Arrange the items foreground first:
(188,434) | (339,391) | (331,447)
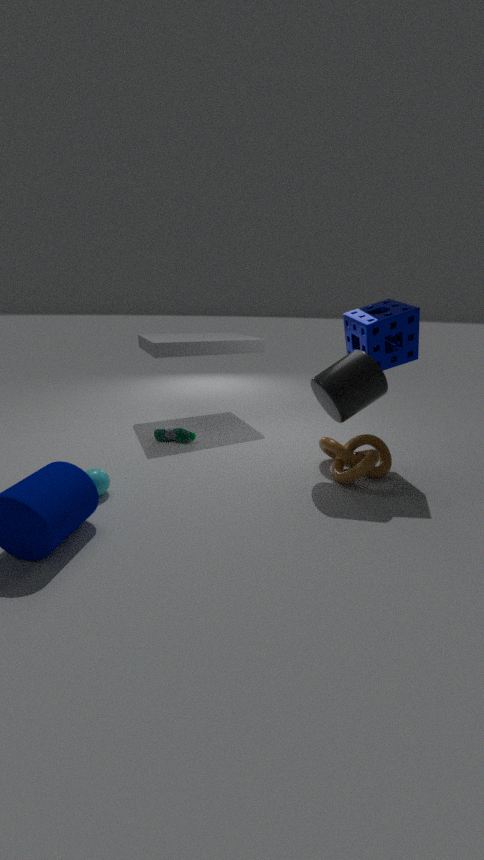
(339,391)
(331,447)
(188,434)
